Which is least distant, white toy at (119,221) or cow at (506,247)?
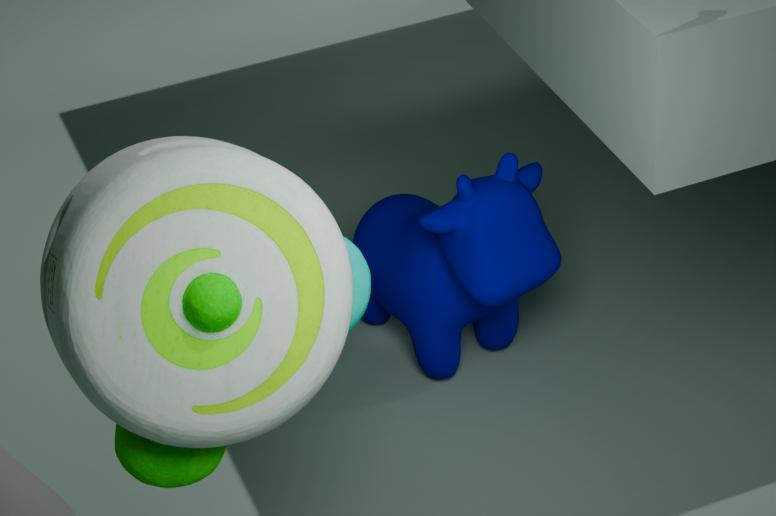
white toy at (119,221)
